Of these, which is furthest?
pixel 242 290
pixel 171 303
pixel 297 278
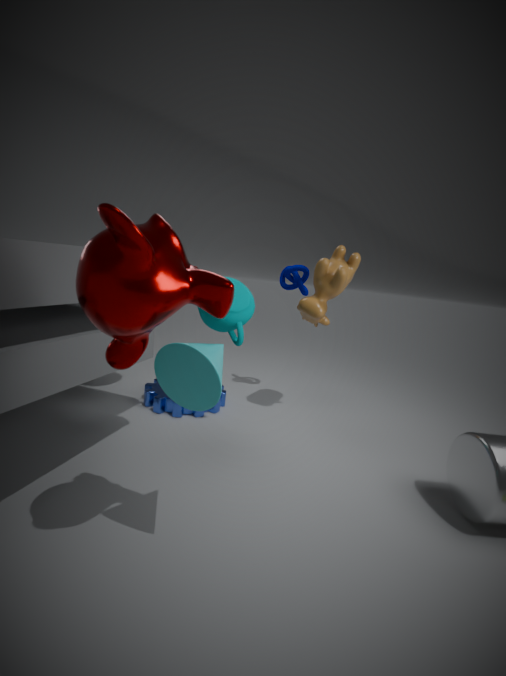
pixel 297 278
